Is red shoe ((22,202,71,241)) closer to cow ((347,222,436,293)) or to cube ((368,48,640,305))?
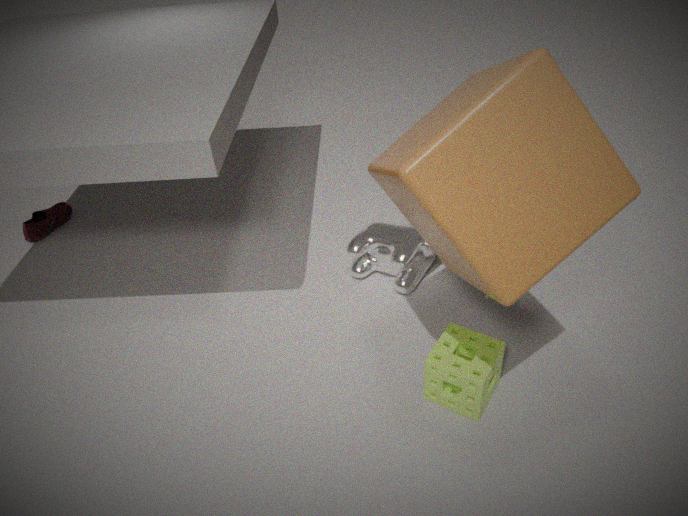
cow ((347,222,436,293))
